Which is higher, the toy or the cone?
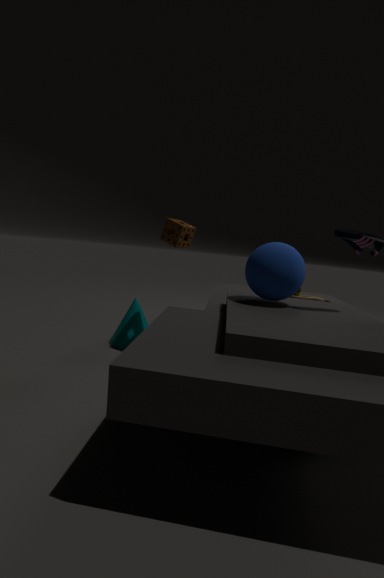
the toy
